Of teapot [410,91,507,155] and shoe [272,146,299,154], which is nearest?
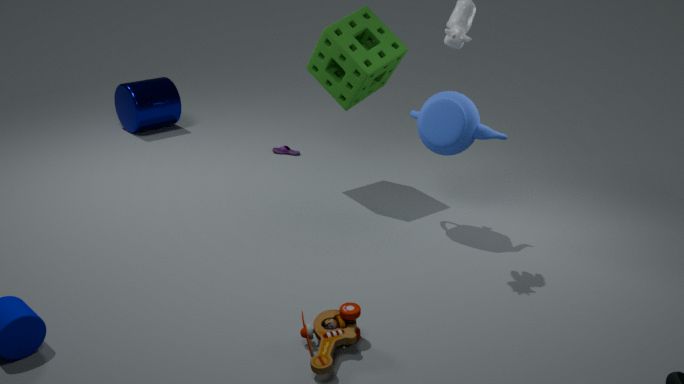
teapot [410,91,507,155]
